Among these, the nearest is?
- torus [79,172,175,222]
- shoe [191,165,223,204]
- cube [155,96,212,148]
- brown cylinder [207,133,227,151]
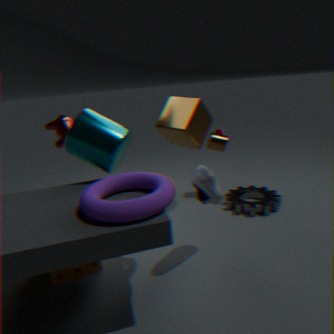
torus [79,172,175,222]
